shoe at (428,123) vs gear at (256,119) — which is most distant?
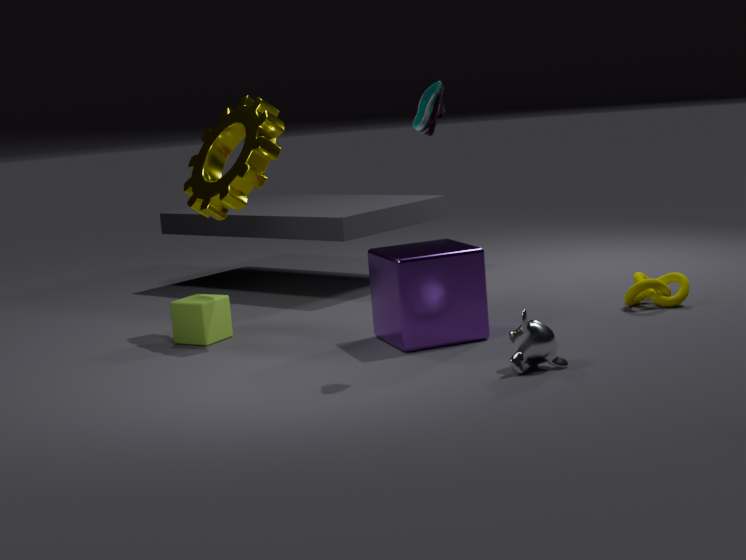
gear at (256,119)
